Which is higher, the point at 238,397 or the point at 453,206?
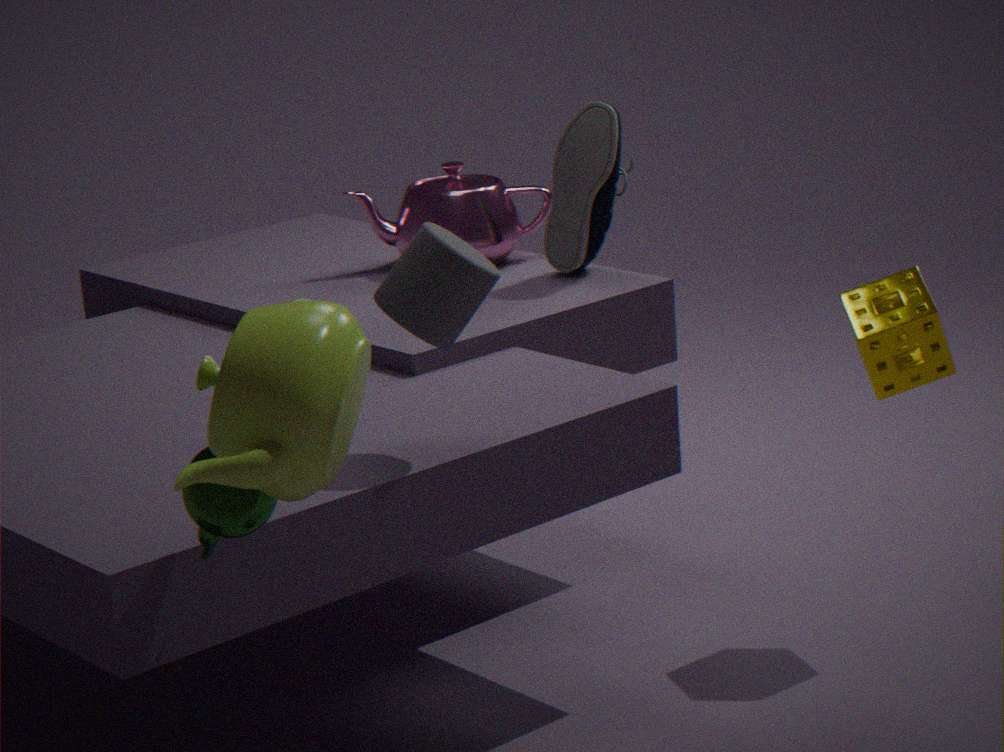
the point at 238,397
